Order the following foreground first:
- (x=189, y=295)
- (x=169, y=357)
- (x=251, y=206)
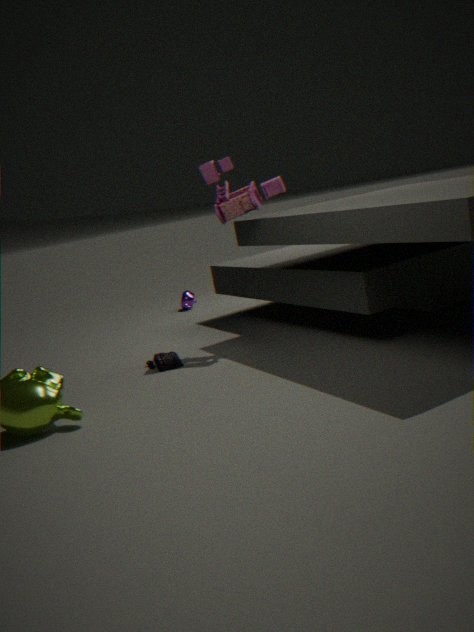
(x=251, y=206) < (x=169, y=357) < (x=189, y=295)
